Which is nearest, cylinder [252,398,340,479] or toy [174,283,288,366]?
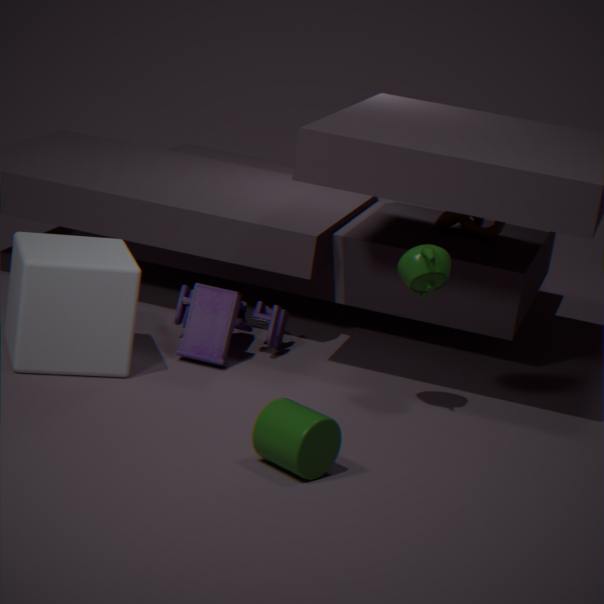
cylinder [252,398,340,479]
